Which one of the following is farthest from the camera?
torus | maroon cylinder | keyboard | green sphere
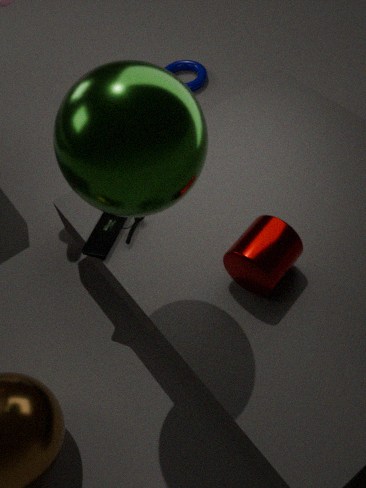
torus
